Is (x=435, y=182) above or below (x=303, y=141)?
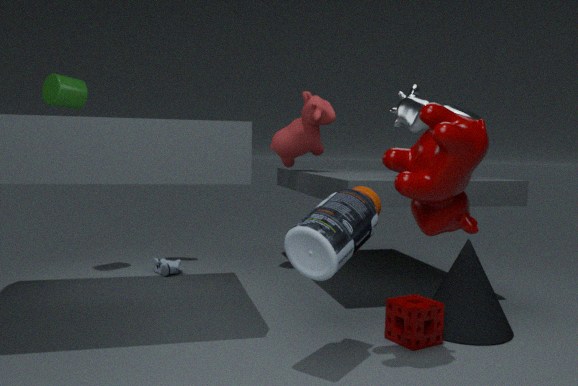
below
